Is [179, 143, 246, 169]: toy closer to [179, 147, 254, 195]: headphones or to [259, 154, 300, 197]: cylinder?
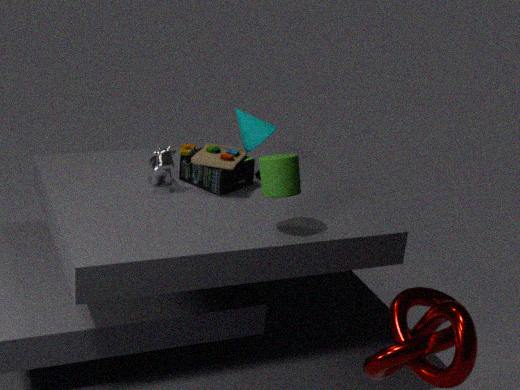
[179, 147, 254, 195]: headphones
